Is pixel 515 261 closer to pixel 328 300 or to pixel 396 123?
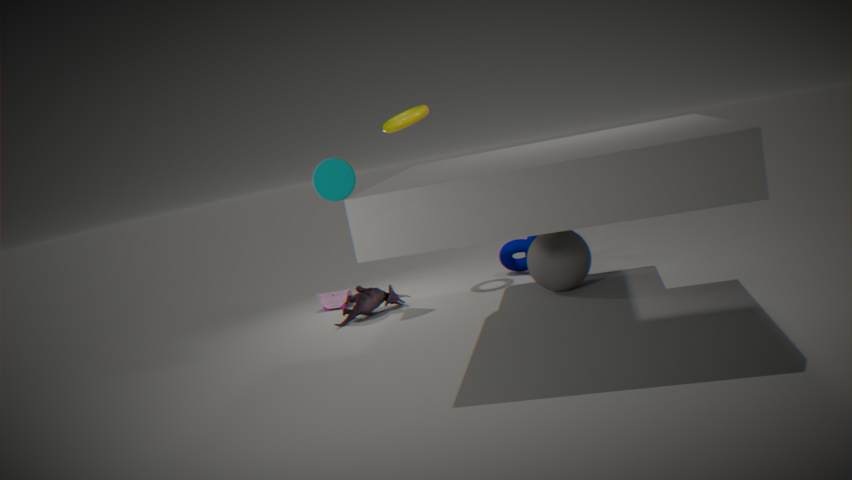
pixel 396 123
